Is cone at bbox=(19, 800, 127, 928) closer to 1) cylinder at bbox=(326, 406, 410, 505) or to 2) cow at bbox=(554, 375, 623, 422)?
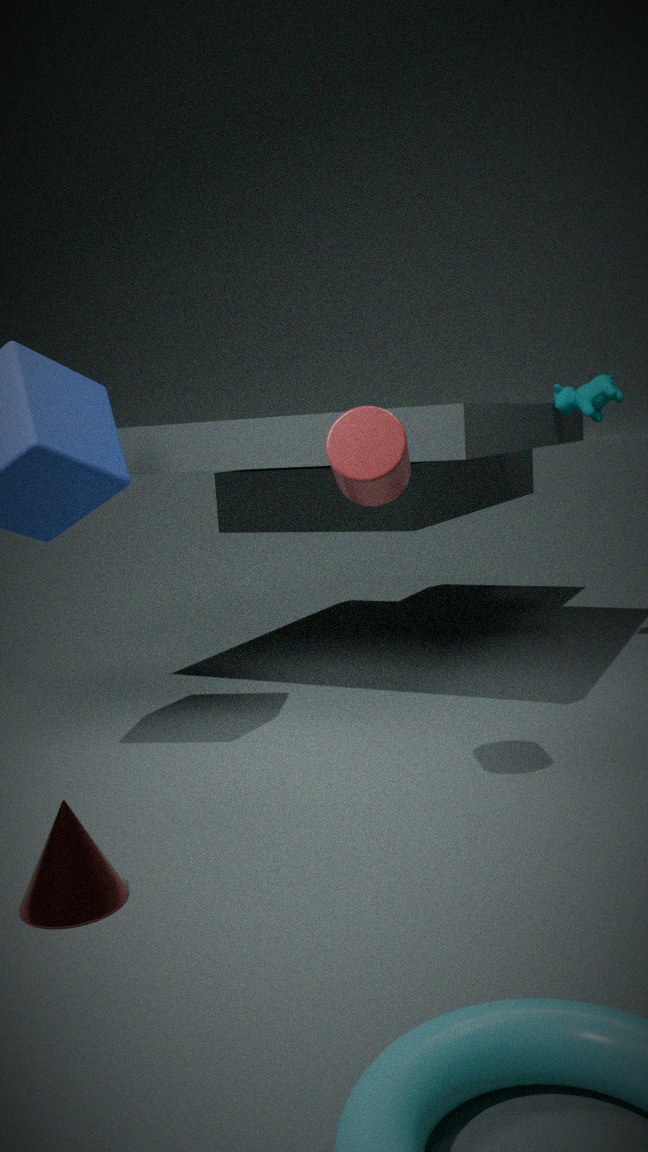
1) cylinder at bbox=(326, 406, 410, 505)
